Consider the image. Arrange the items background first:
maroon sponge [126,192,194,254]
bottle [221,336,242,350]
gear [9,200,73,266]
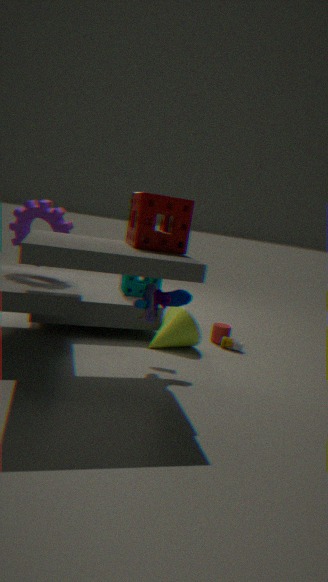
bottle [221,336,242,350] → gear [9,200,73,266] → maroon sponge [126,192,194,254]
